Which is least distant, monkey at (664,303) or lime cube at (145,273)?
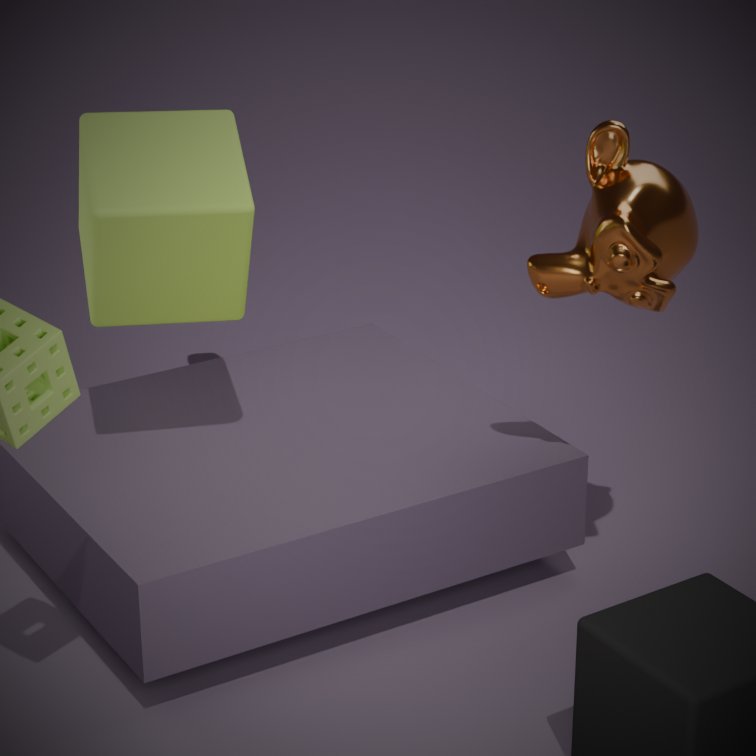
monkey at (664,303)
